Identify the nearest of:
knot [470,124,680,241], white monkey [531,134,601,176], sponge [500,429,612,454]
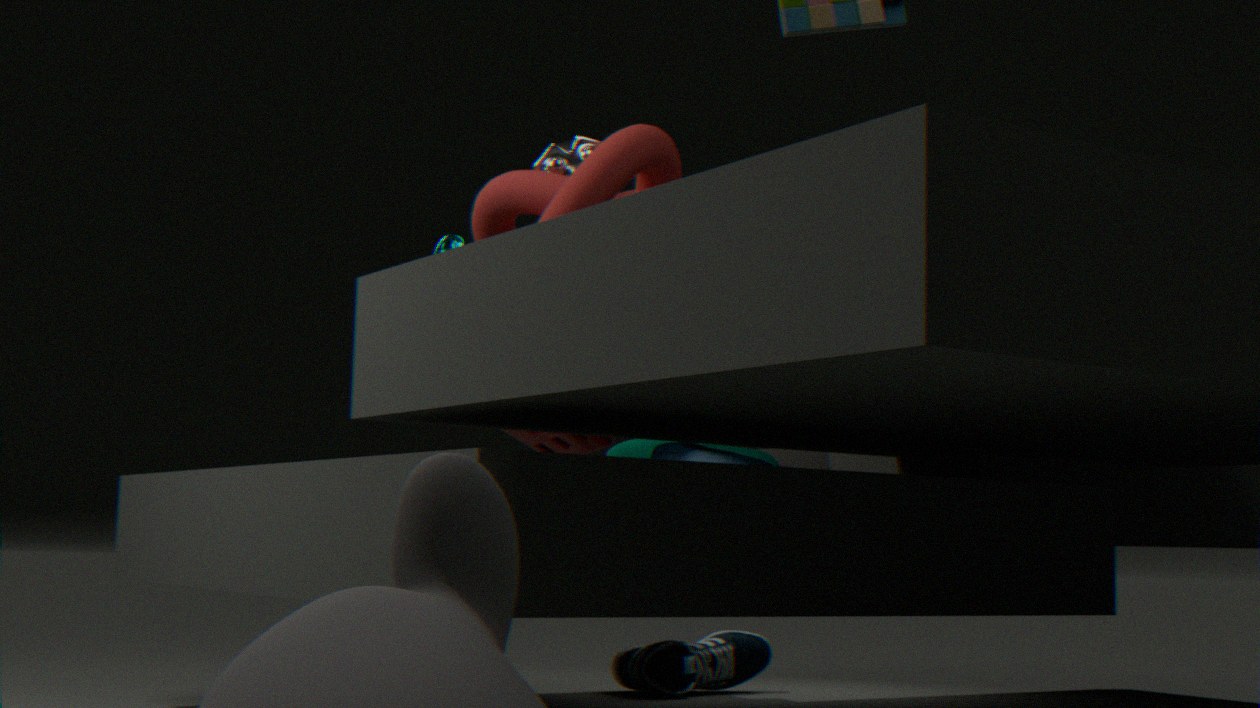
knot [470,124,680,241]
